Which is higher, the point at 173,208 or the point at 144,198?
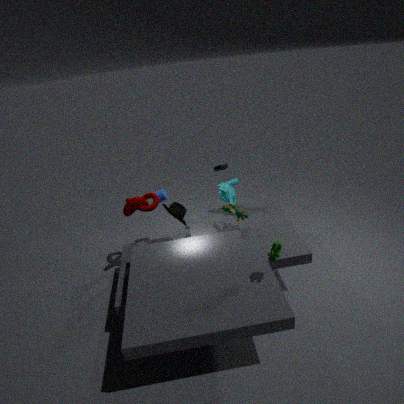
the point at 144,198
